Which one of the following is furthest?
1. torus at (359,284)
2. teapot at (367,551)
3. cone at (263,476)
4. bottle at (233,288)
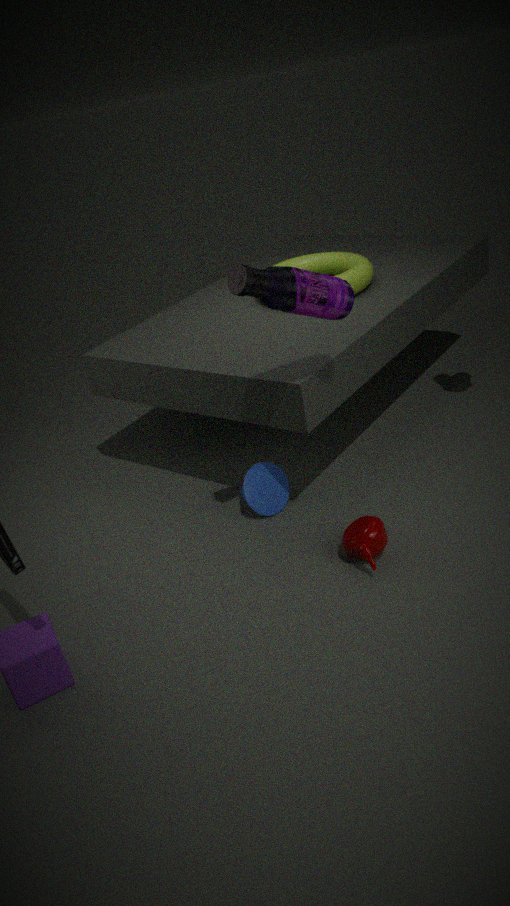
torus at (359,284)
